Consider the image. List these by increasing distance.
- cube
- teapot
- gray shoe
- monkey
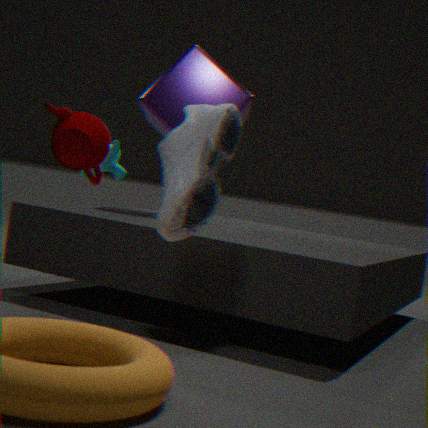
gray shoe
teapot
cube
monkey
